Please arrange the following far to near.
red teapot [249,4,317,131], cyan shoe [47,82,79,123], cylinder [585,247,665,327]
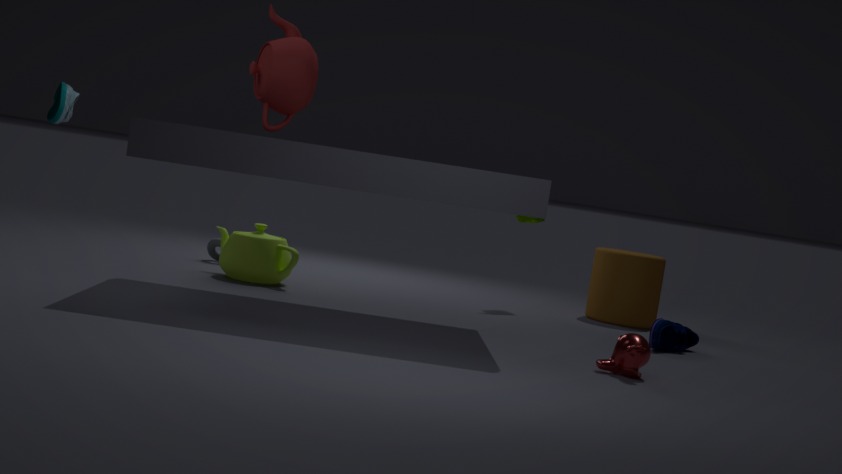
1. cylinder [585,247,665,327]
2. red teapot [249,4,317,131]
3. cyan shoe [47,82,79,123]
